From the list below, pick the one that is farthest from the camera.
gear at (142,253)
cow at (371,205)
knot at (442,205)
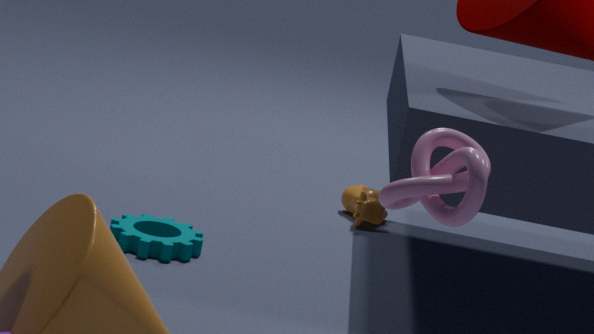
cow at (371,205)
